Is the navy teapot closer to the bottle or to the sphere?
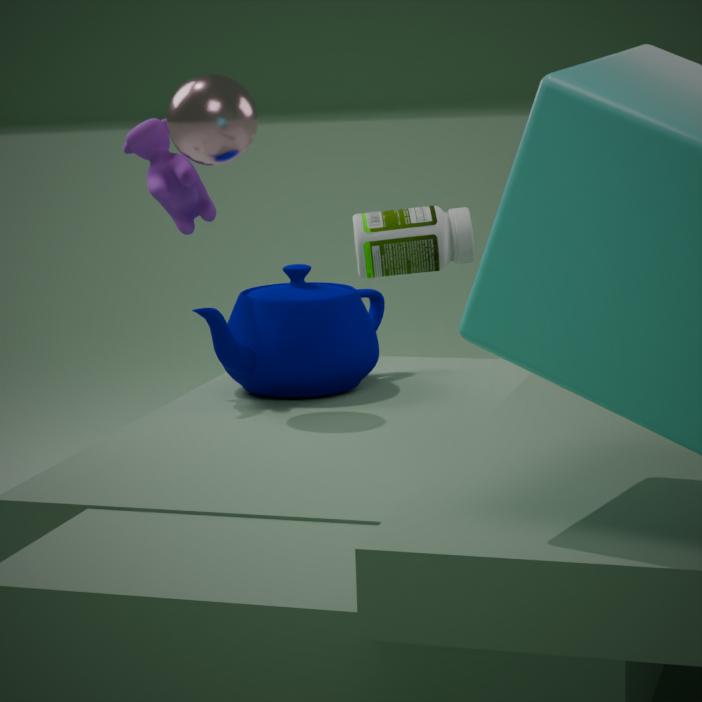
the bottle
